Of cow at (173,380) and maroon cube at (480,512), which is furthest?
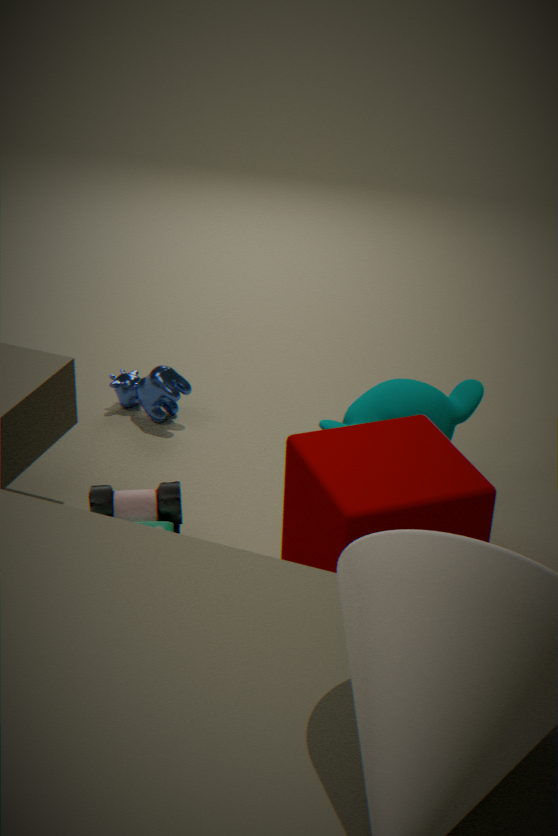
cow at (173,380)
